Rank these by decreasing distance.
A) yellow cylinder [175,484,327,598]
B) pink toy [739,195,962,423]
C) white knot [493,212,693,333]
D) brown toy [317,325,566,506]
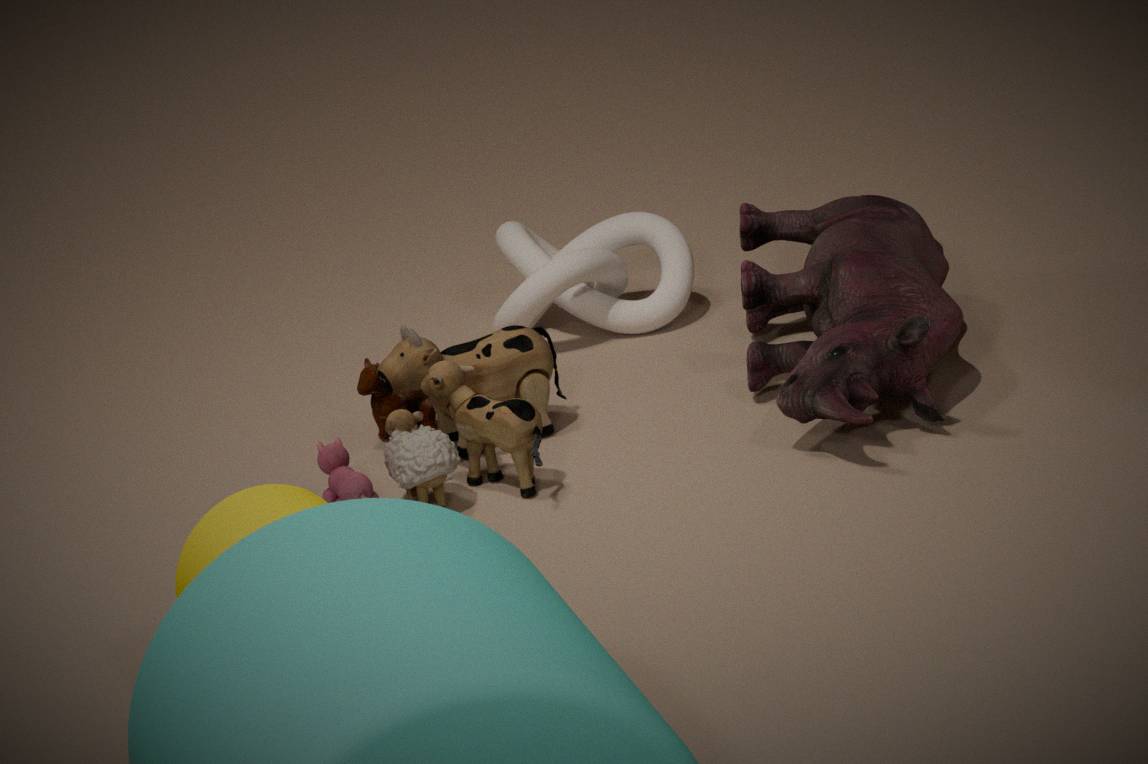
white knot [493,212,693,333] < pink toy [739,195,962,423] < brown toy [317,325,566,506] < yellow cylinder [175,484,327,598]
